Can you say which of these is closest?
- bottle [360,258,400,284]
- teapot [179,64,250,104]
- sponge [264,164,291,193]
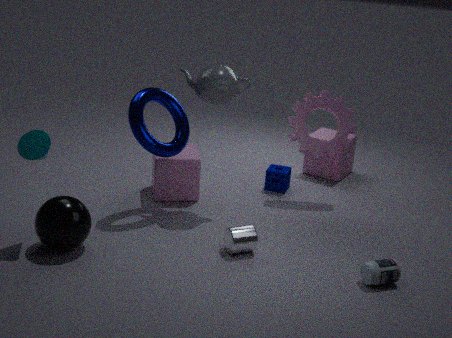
bottle [360,258,400,284]
